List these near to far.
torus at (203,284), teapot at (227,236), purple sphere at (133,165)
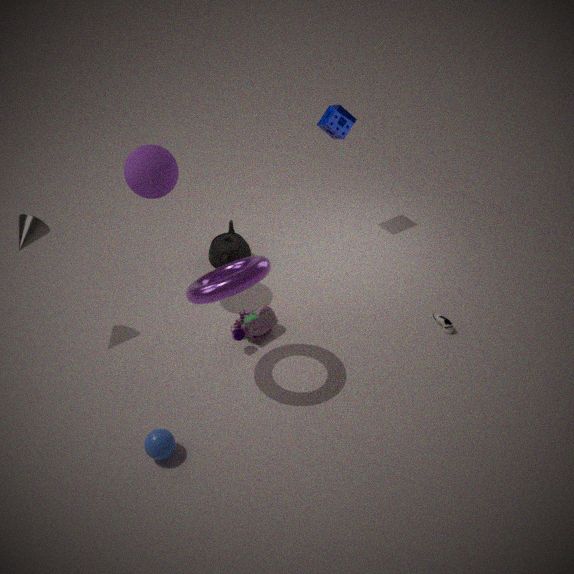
1. torus at (203,284)
2. purple sphere at (133,165)
3. teapot at (227,236)
